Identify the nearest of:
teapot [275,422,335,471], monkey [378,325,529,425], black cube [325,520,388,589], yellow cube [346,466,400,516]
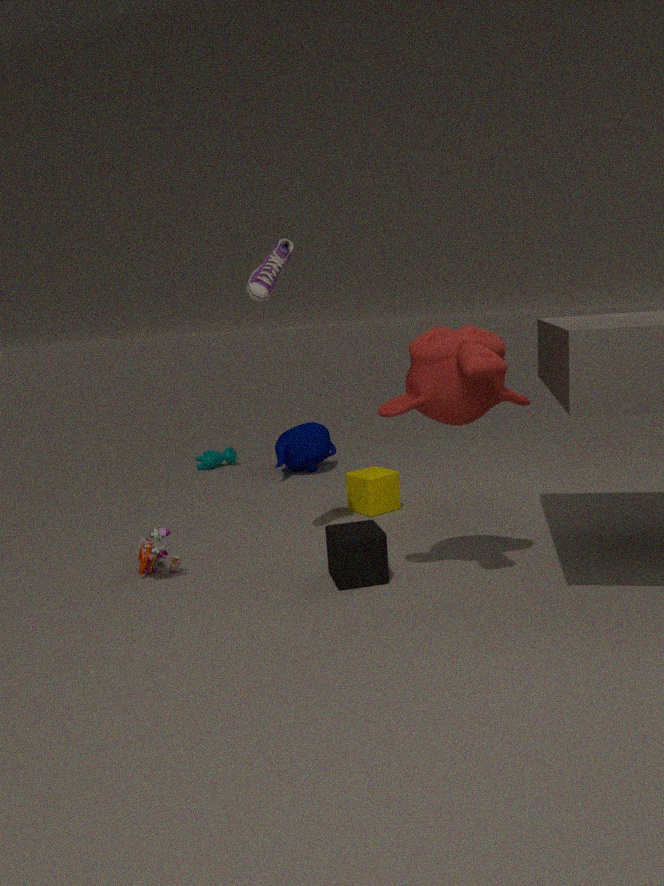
monkey [378,325,529,425]
